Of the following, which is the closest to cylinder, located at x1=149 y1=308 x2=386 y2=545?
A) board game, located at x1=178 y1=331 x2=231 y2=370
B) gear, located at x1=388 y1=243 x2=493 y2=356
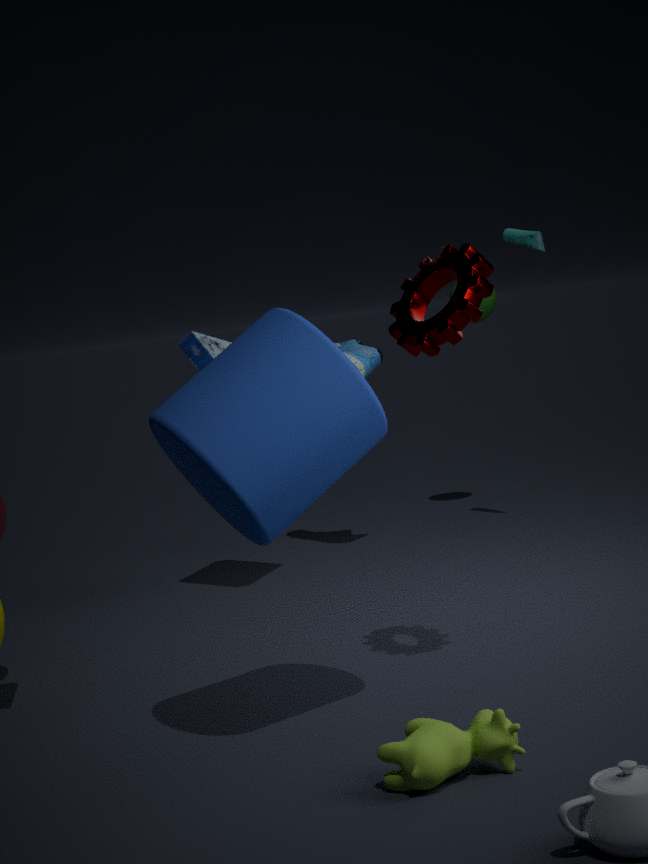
gear, located at x1=388 y1=243 x2=493 y2=356
